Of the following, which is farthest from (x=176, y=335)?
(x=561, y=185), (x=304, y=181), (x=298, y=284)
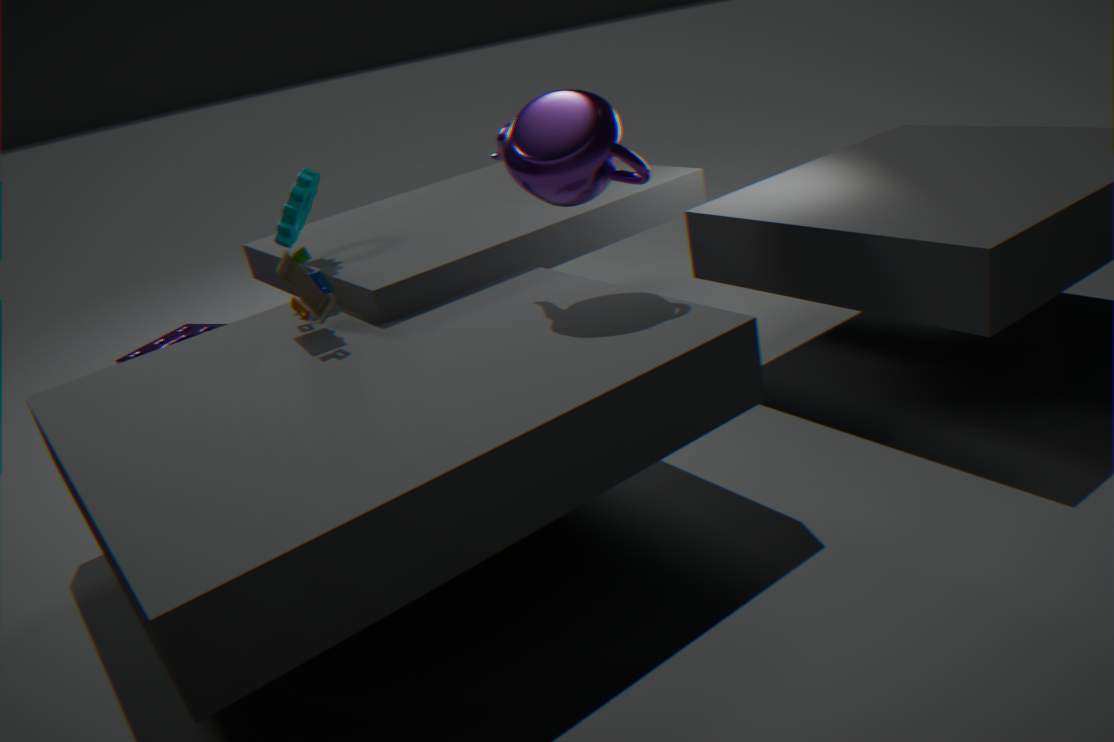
(x=561, y=185)
